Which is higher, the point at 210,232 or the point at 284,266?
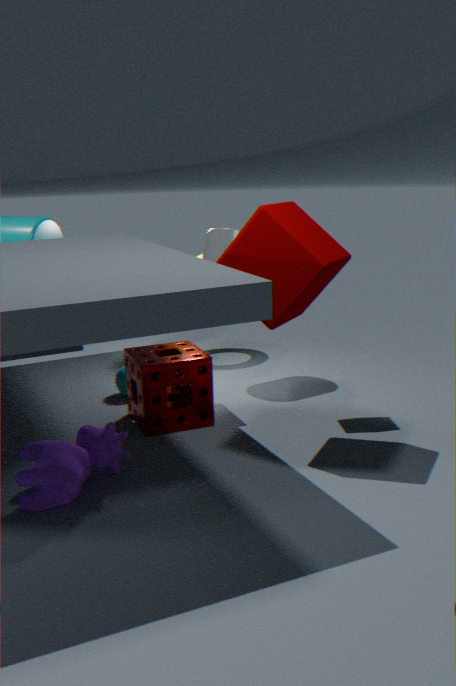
the point at 284,266
